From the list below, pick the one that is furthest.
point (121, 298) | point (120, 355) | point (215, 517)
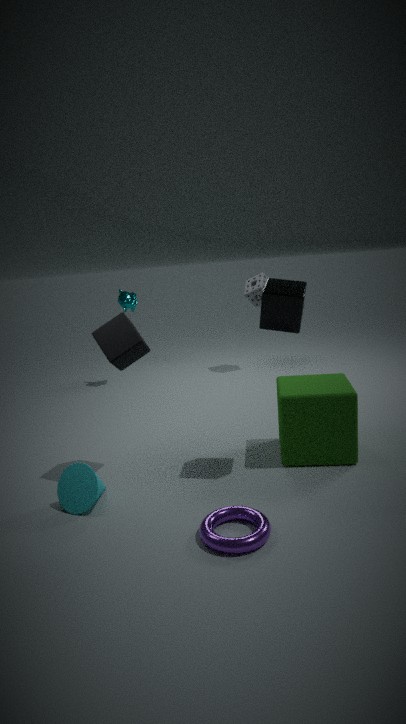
point (121, 298)
